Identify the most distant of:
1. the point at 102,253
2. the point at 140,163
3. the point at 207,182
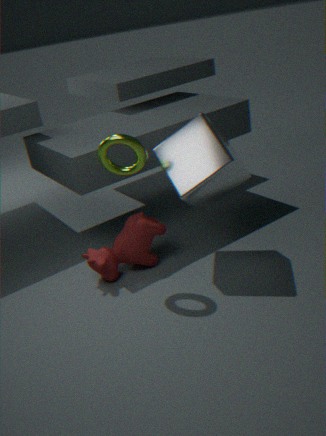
the point at 102,253
